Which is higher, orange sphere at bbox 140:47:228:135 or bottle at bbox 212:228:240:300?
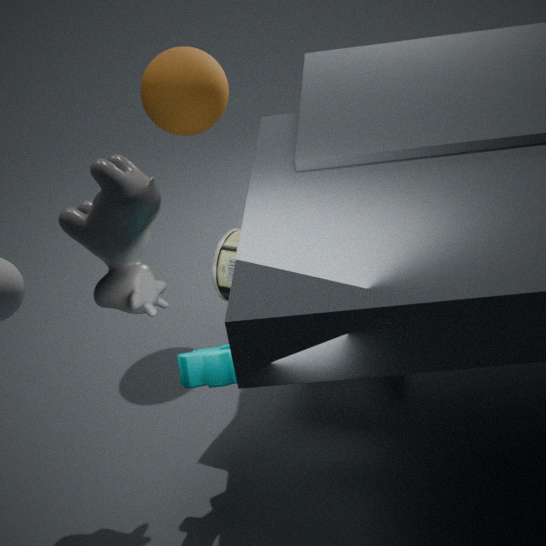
orange sphere at bbox 140:47:228:135
